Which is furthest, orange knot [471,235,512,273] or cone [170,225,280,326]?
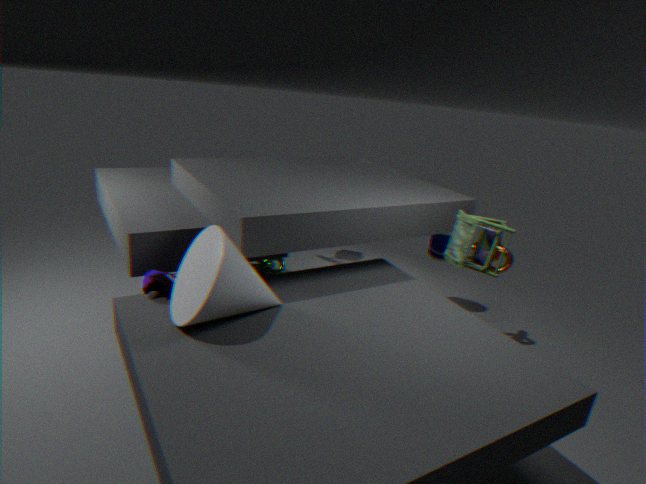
orange knot [471,235,512,273]
